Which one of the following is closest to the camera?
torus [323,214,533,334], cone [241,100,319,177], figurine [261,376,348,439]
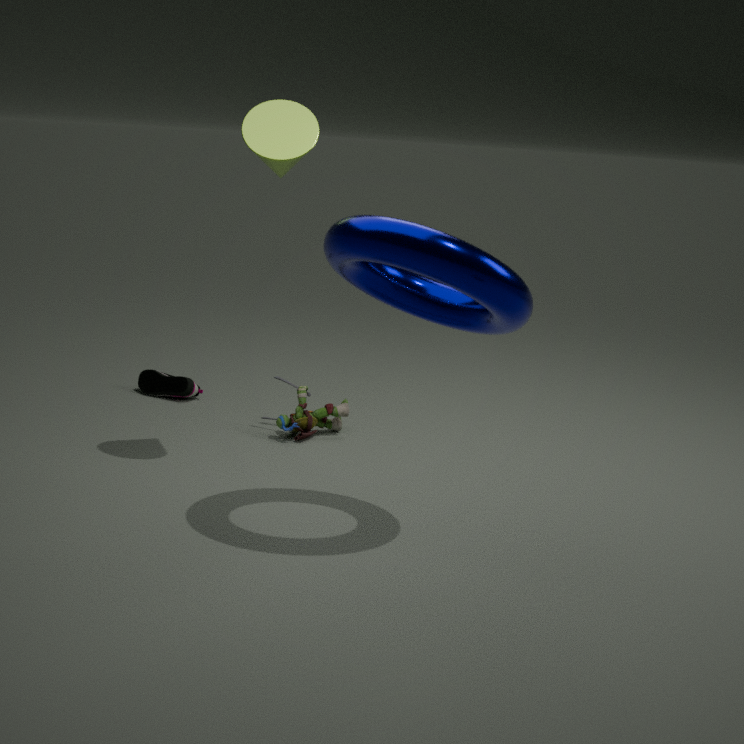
torus [323,214,533,334]
